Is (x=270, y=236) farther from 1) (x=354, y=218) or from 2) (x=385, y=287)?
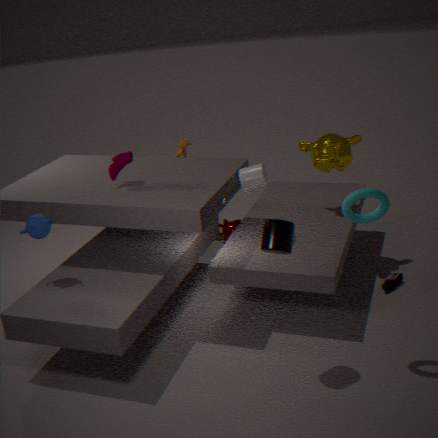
2) (x=385, y=287)
